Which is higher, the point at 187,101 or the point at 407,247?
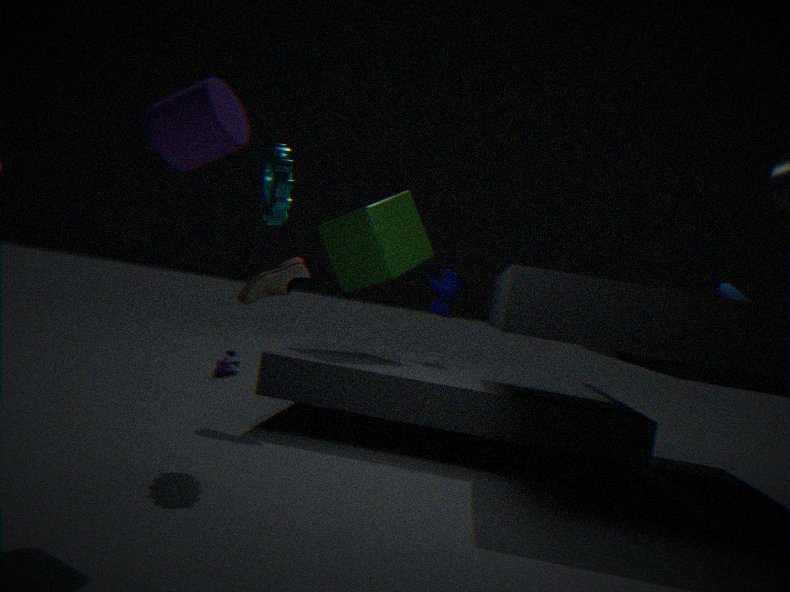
the point at 187,101
